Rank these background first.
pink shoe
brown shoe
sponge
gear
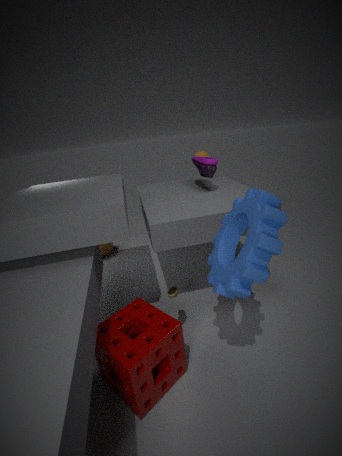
pink shoe, brown shoe, sponge, gear
